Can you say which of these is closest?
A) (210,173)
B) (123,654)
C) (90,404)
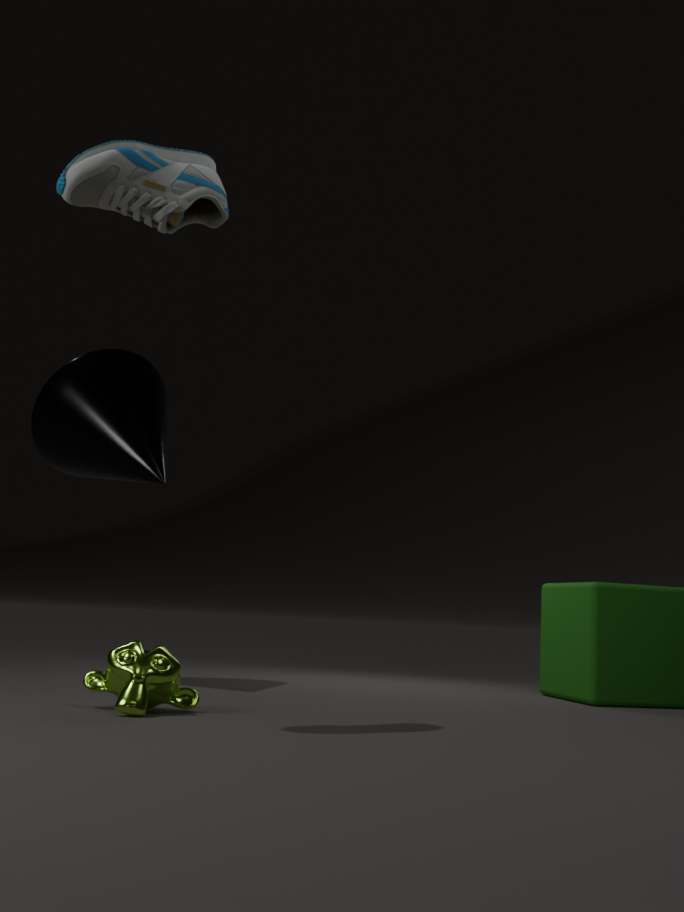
(210,173)
